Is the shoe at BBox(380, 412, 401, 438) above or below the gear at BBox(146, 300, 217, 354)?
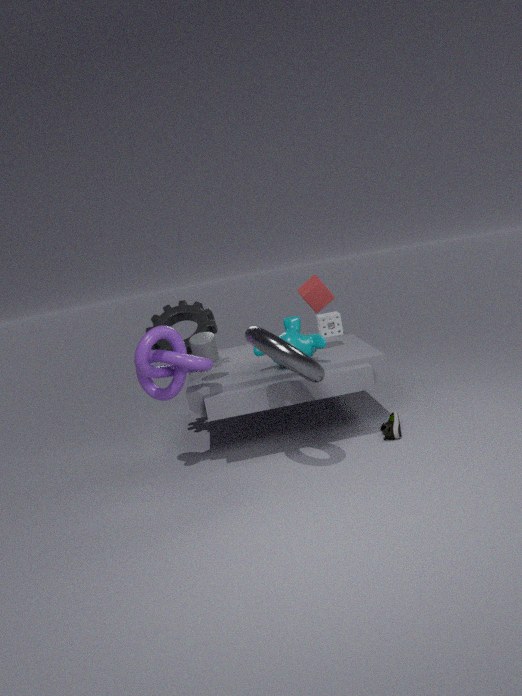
below
